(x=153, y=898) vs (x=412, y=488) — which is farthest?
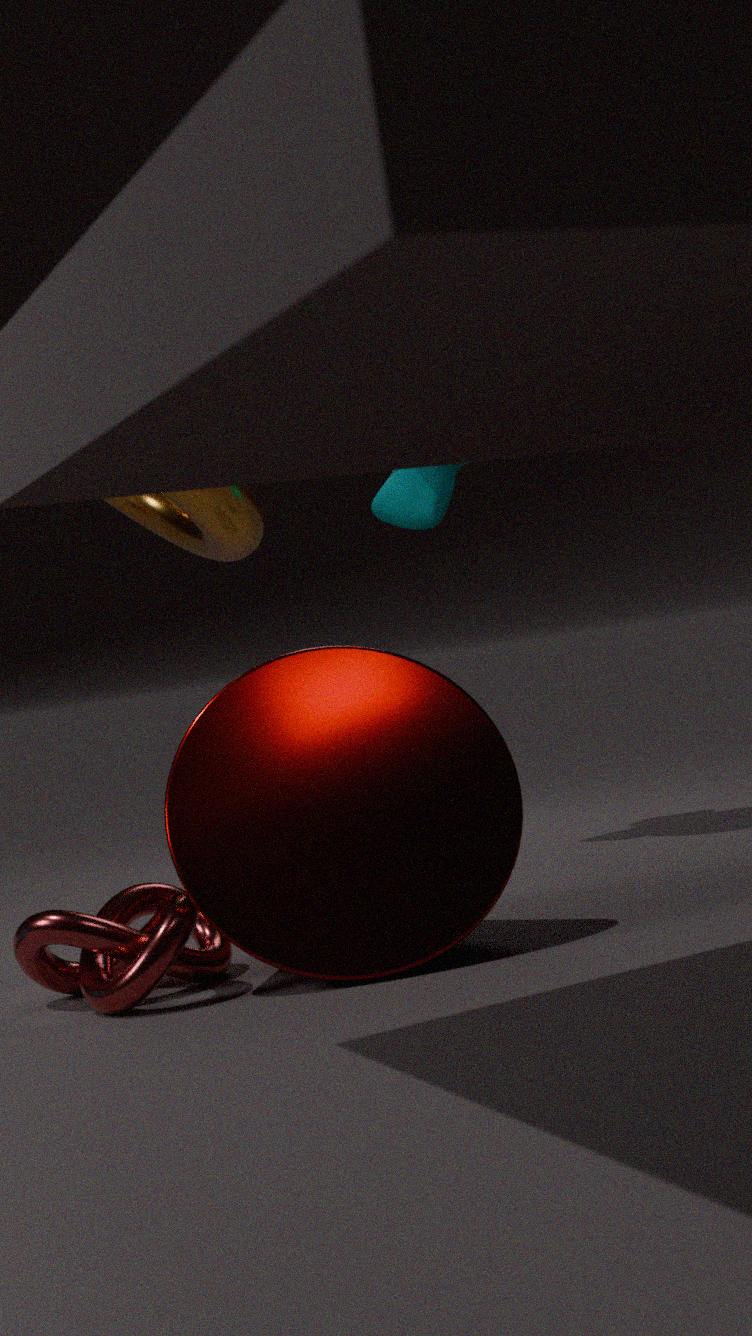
(x=412, y=488)
